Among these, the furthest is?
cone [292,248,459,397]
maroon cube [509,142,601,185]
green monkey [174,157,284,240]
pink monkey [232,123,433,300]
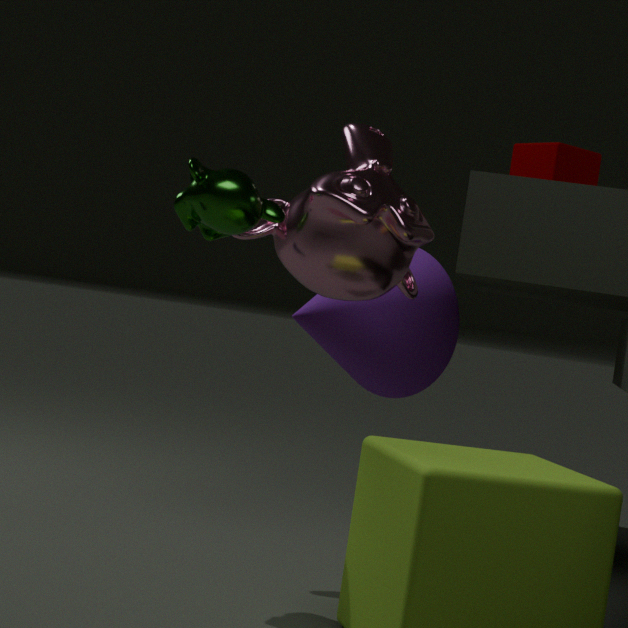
maroon cube [509,142,601,185]
